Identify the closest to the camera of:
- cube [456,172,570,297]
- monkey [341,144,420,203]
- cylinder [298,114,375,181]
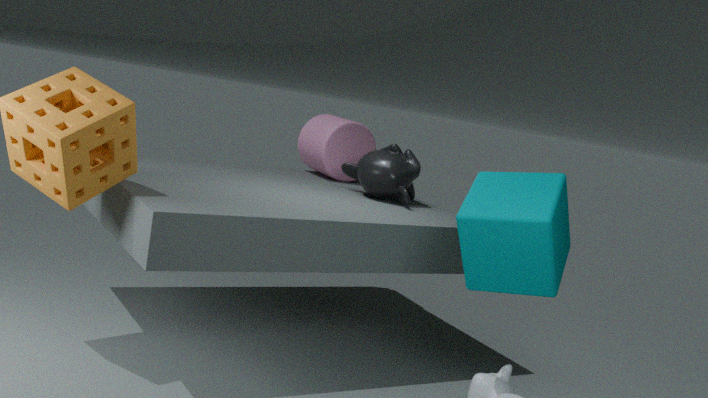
cube [456,172,570,297]
